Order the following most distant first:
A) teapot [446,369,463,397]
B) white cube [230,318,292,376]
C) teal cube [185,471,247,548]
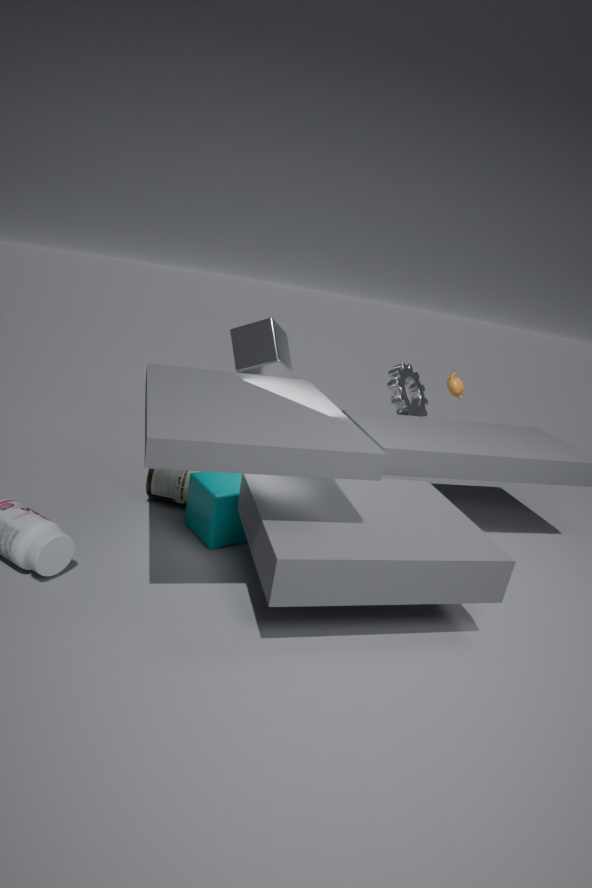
teapot [446,369,463,397] → white cube [230,318,292,376] → teal cube [185,471,247,548]
